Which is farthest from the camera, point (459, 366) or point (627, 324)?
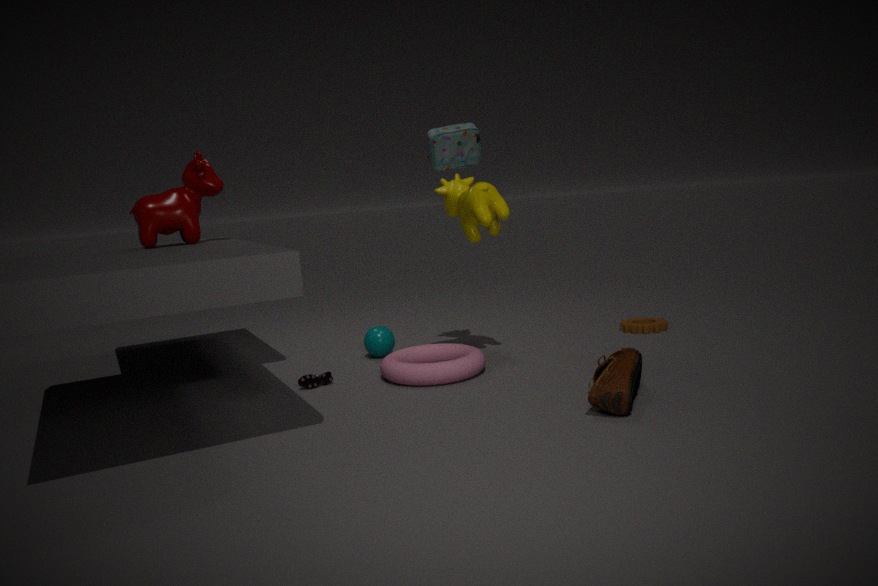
point (627, 324)
